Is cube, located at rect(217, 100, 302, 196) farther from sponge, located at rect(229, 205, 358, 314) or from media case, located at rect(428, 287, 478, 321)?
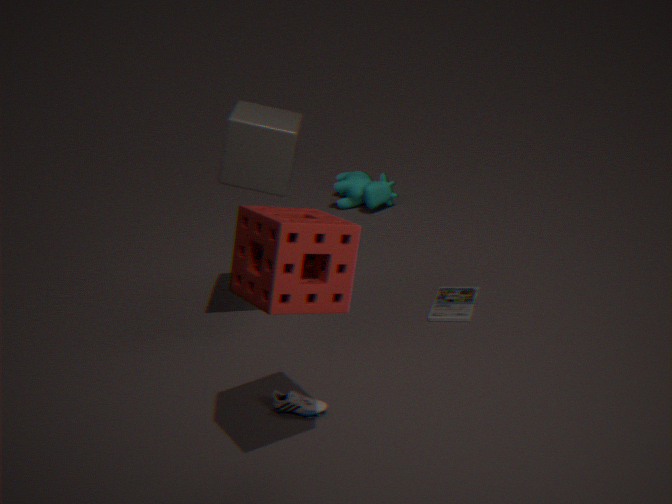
media case, located at rect(428, 287, 478, 321)
